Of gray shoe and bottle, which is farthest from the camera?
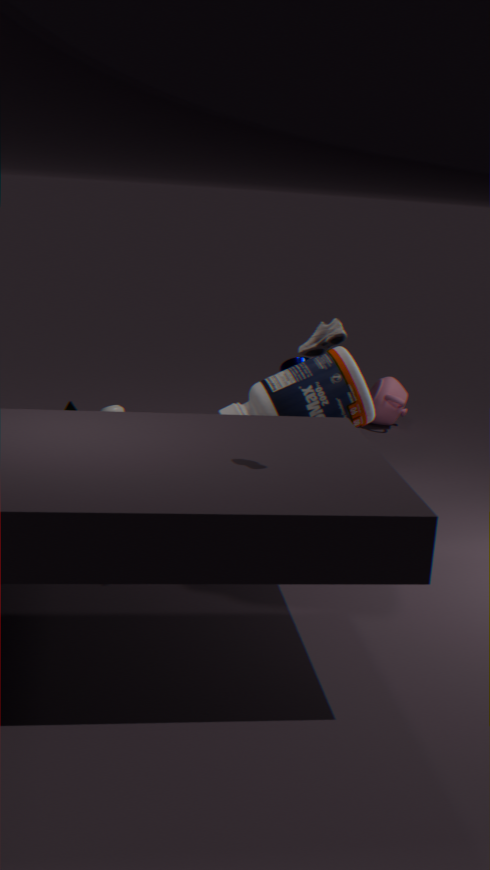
bottle
